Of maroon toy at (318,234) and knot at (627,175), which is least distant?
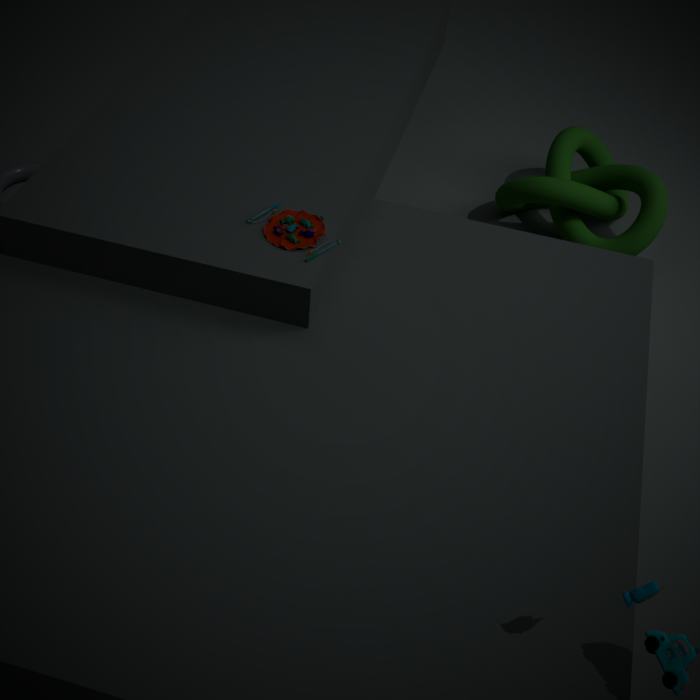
maroon toy at (318,234)
